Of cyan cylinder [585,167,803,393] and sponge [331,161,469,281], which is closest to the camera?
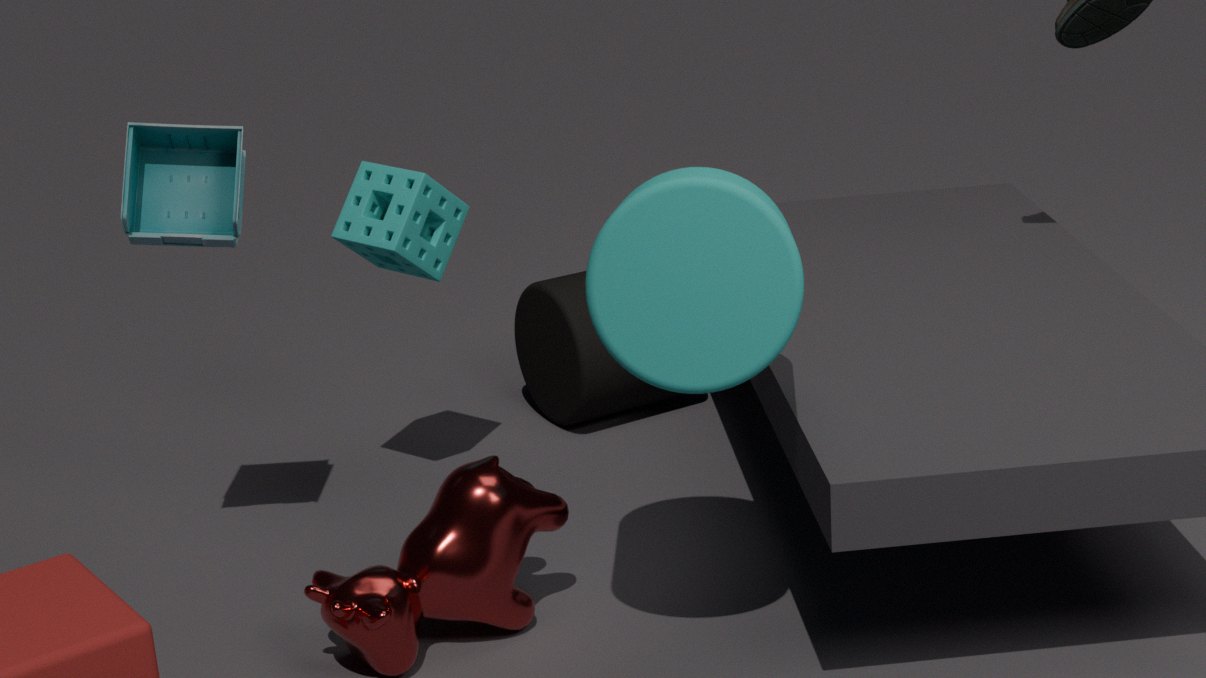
cyan cylinder [585,167,803,393]
